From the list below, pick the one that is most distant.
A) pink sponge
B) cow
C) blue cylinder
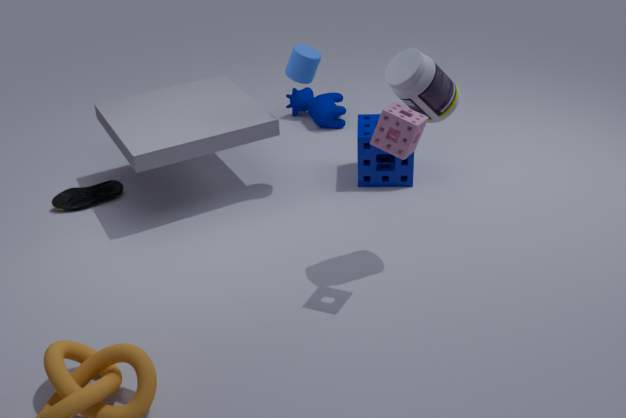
cow
